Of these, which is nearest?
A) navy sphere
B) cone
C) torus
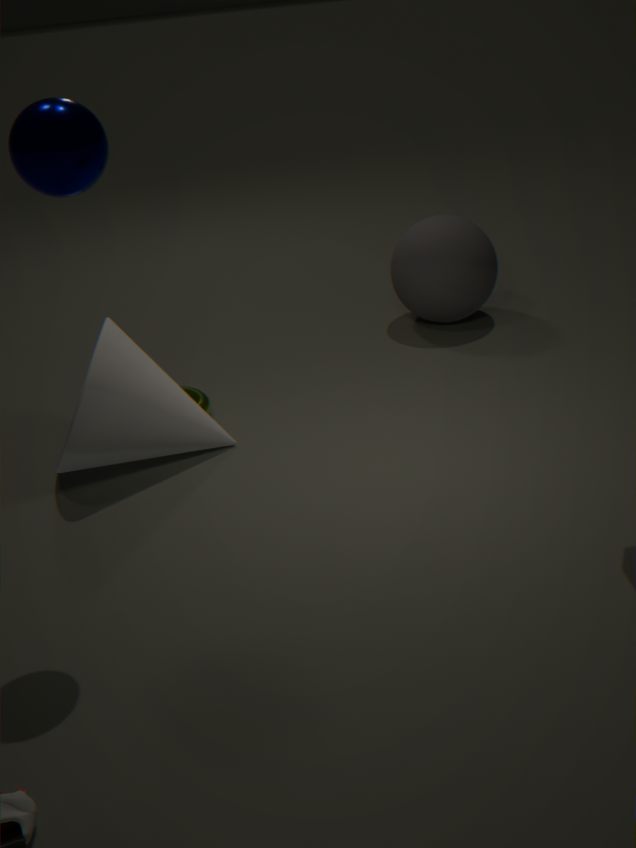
navy sphere
